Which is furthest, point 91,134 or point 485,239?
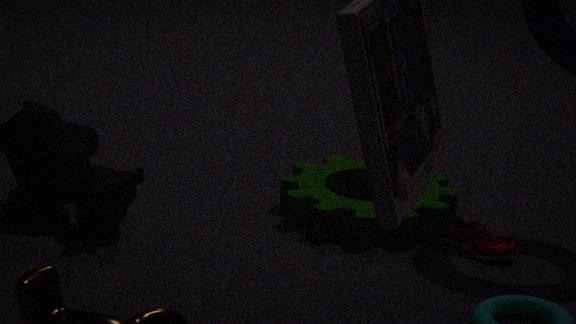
point 91,134
